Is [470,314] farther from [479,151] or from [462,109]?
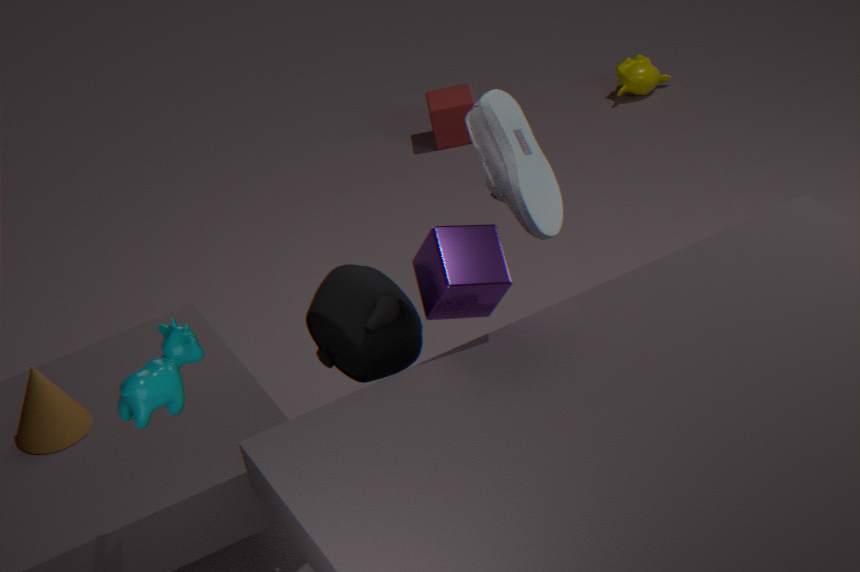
[462,109]
